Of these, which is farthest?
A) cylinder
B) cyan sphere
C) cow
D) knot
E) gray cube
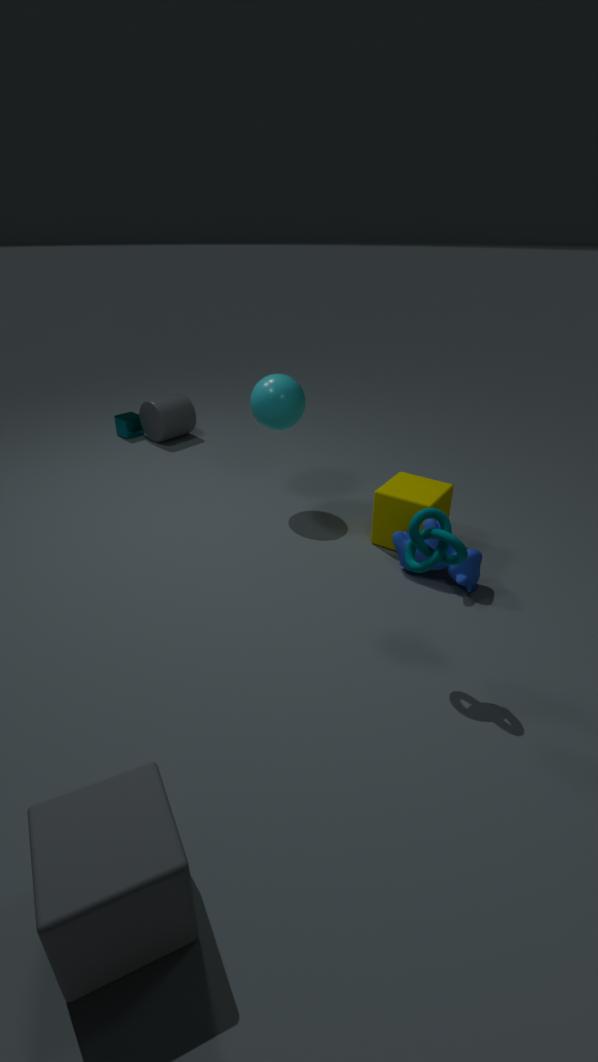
cylinder
